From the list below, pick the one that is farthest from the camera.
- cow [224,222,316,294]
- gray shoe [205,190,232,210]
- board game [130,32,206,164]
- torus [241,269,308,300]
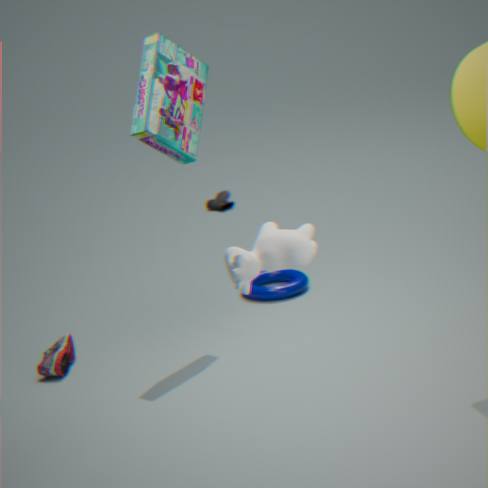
gray shoe [205,190,232,210]
